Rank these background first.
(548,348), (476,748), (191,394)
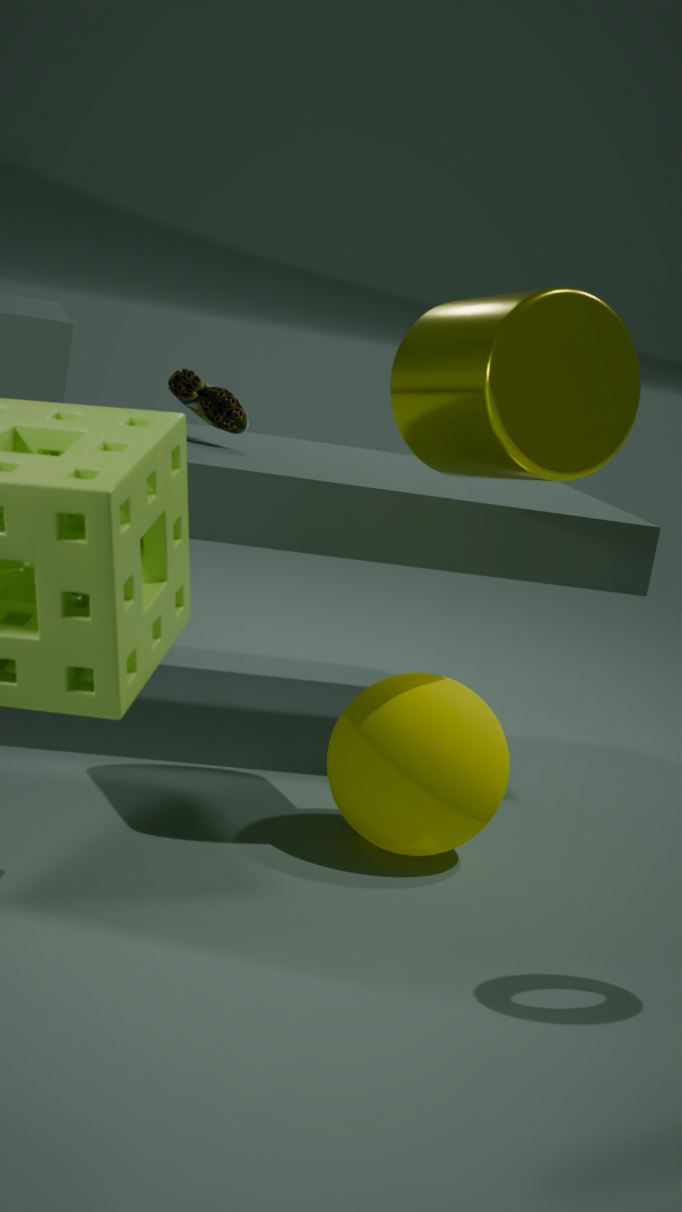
(191,394), (476,748), (548,348)
